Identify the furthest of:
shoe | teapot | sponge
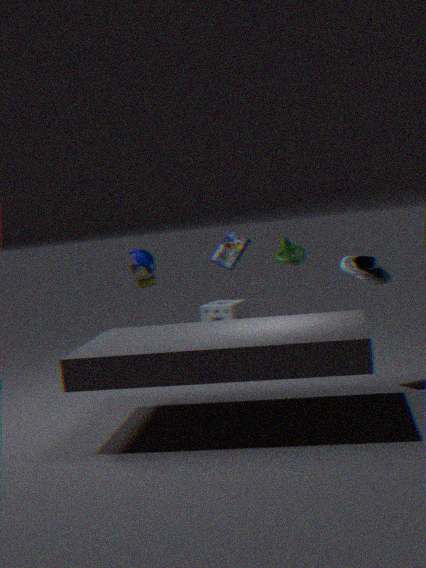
sponge
